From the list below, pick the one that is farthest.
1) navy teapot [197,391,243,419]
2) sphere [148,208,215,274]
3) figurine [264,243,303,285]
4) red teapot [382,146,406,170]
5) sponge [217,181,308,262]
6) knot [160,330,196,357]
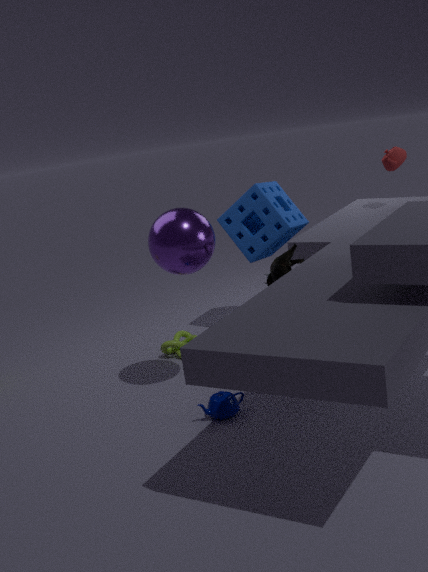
4. red teapot [382,146,406,170]
